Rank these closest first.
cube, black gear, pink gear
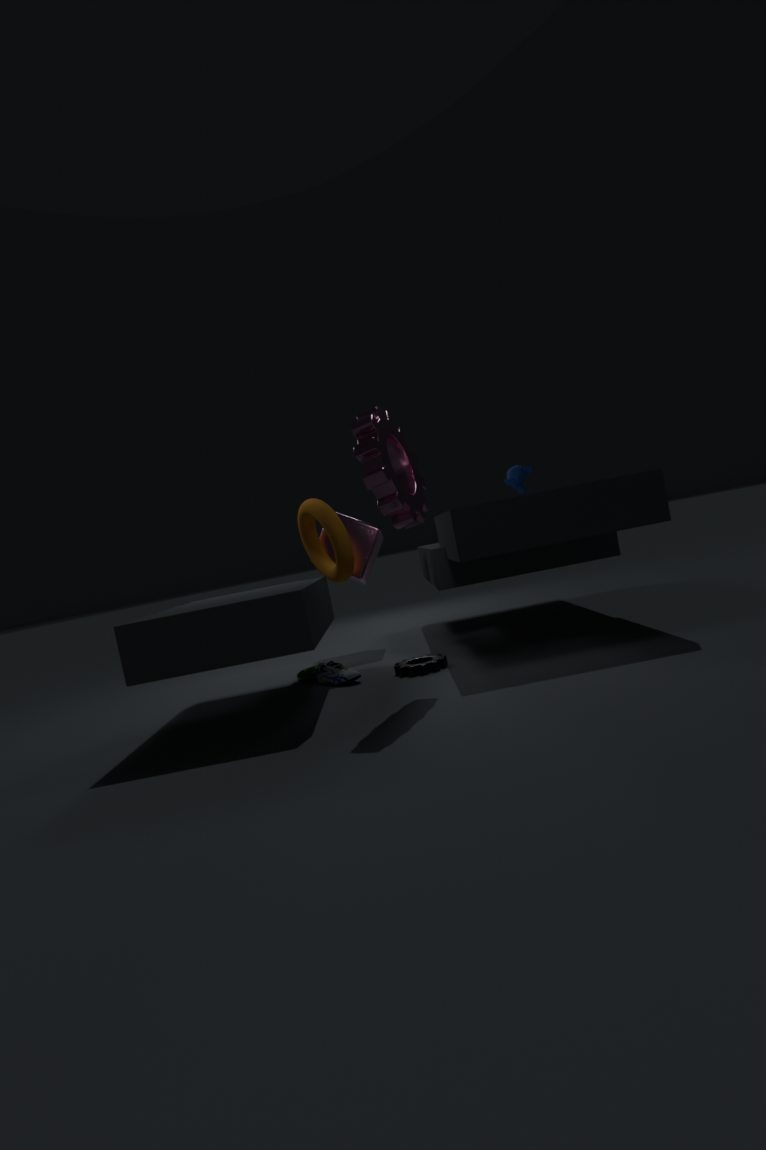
pink gear < black gear < cube
